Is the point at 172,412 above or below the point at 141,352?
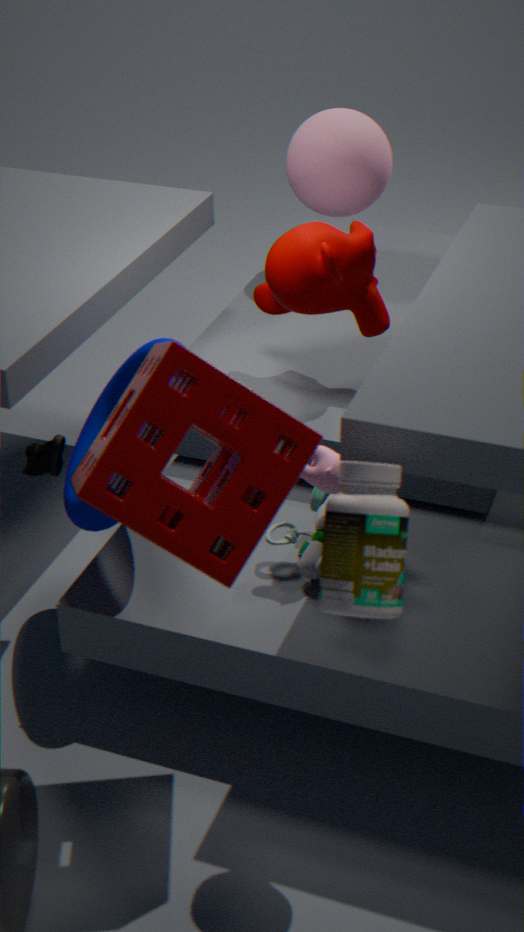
above
